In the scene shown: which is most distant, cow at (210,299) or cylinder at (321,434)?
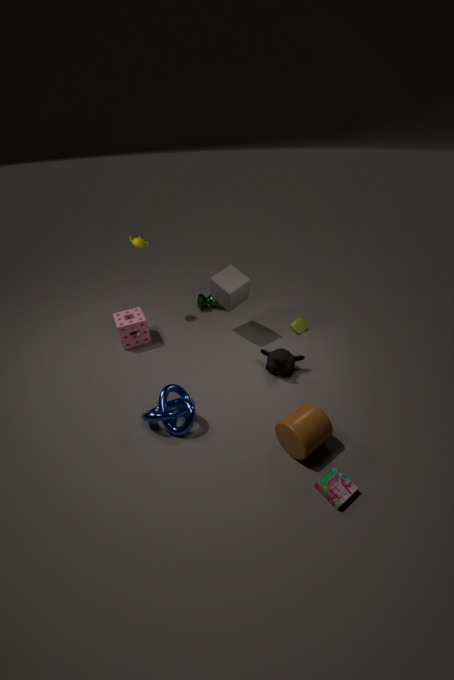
cow at (210,299)
